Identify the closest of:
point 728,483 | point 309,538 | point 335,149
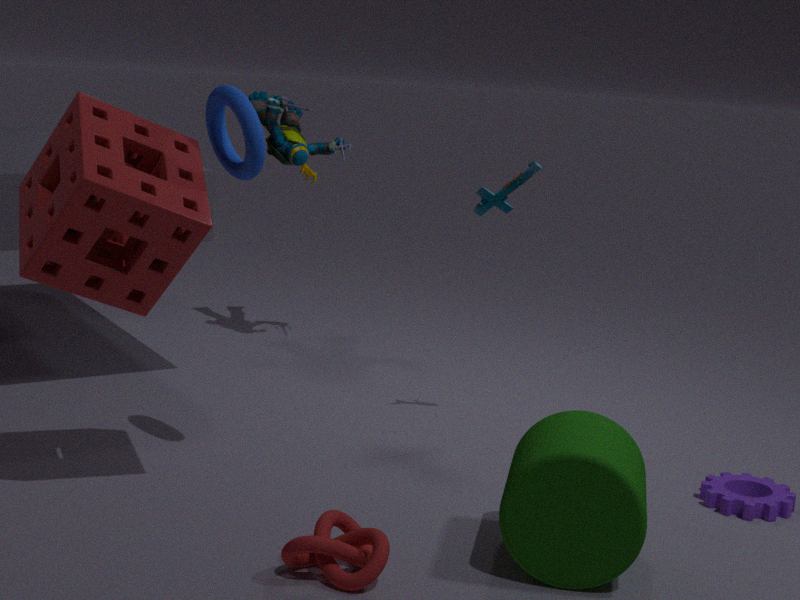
point 309,538
